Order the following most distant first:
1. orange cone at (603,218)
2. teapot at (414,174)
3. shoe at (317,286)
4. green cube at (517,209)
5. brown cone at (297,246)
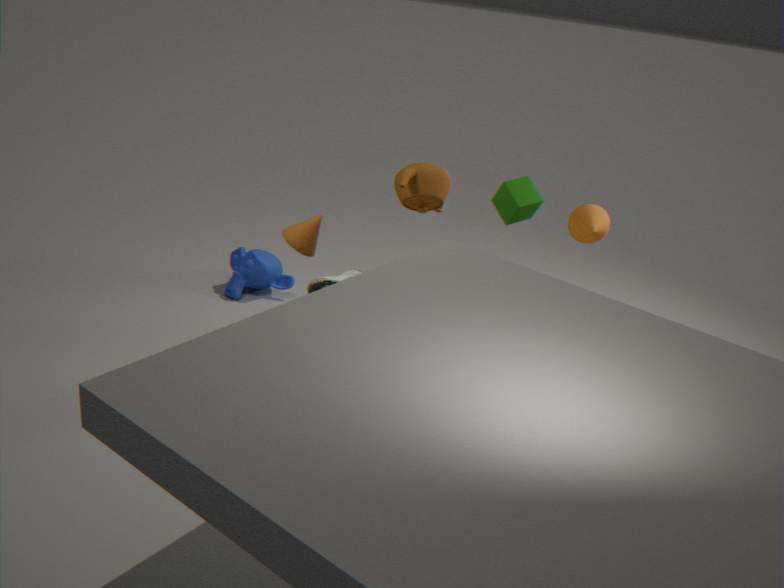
1. teapot at (414,174)
2. green cube at (517,209)
3. brown cone at (297,246)
4. orange cone at (603,218)
5. shoe at (317,286)
